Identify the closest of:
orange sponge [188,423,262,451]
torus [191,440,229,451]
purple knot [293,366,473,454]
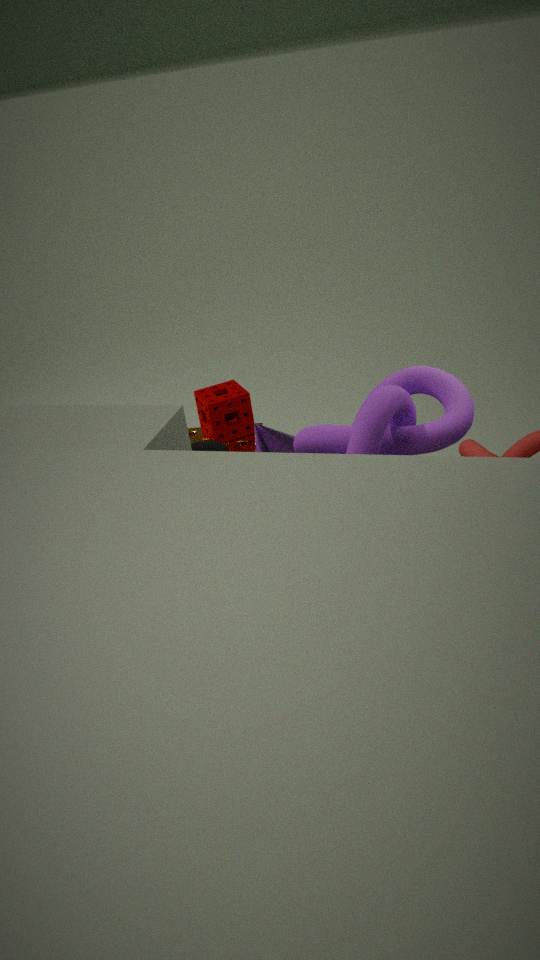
purple knot [293,366,473,454]
